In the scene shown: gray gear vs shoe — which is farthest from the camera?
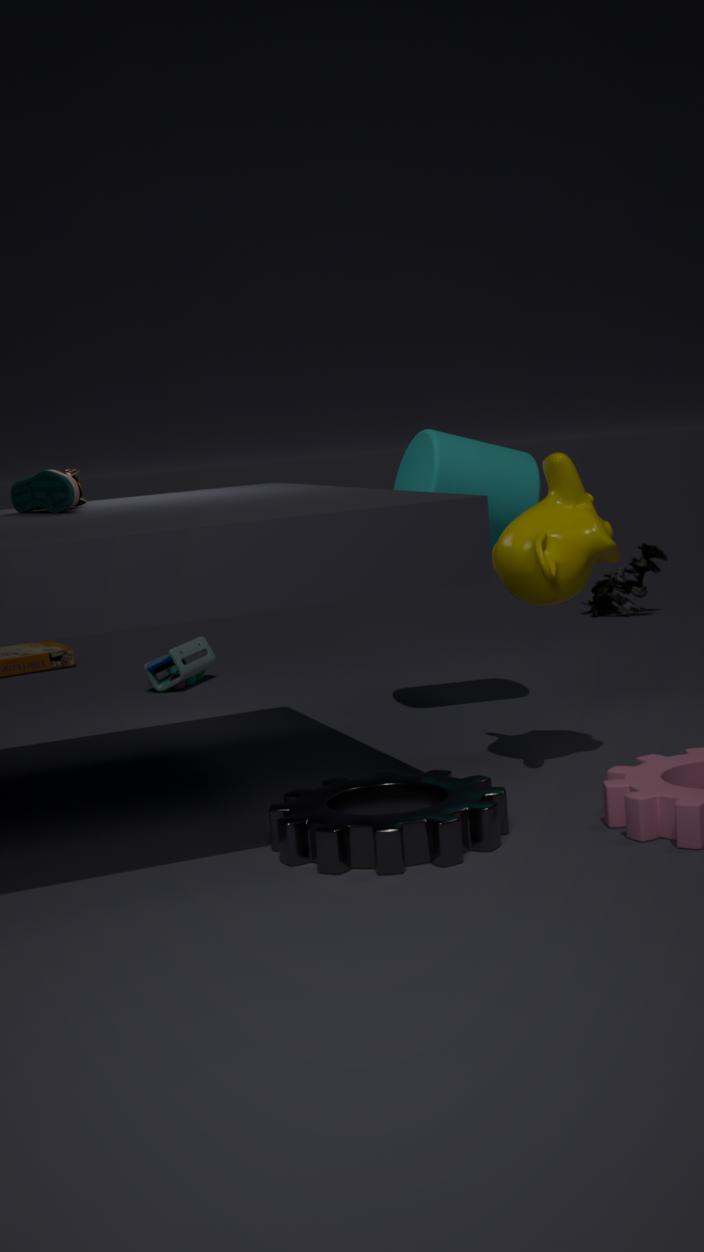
shoe
